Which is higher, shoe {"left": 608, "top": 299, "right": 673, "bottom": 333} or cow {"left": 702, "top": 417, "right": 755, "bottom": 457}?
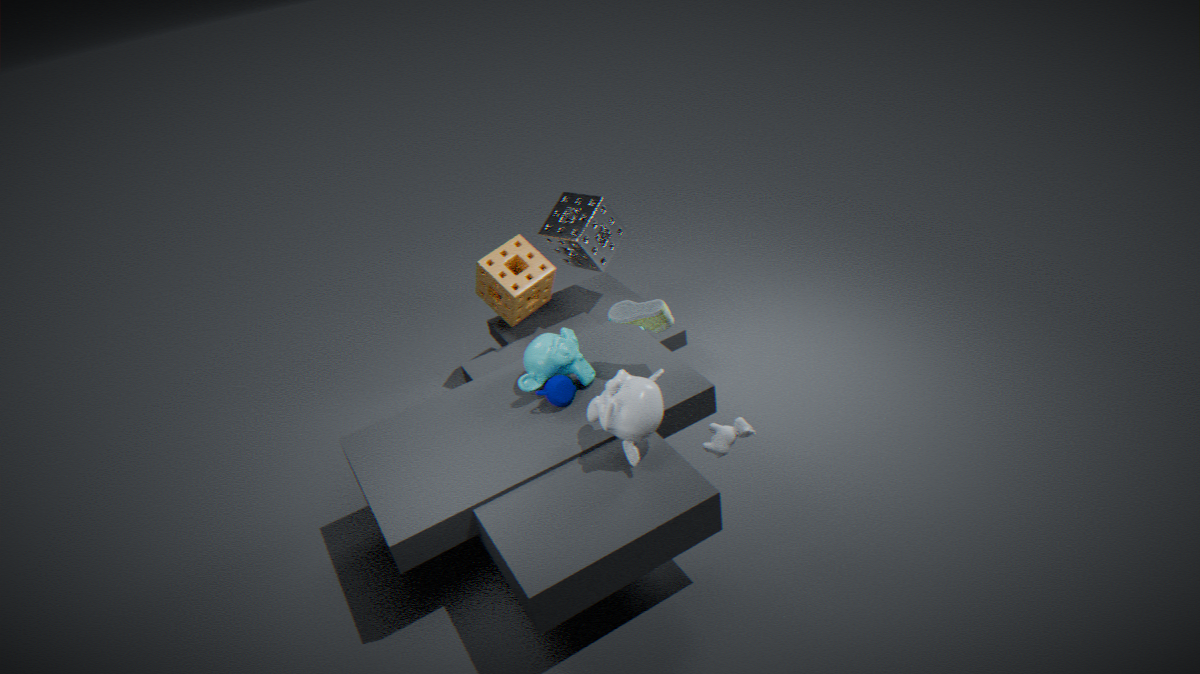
shoe {"left": 608, "top": 299, "right": 673, "bottom": 333}
